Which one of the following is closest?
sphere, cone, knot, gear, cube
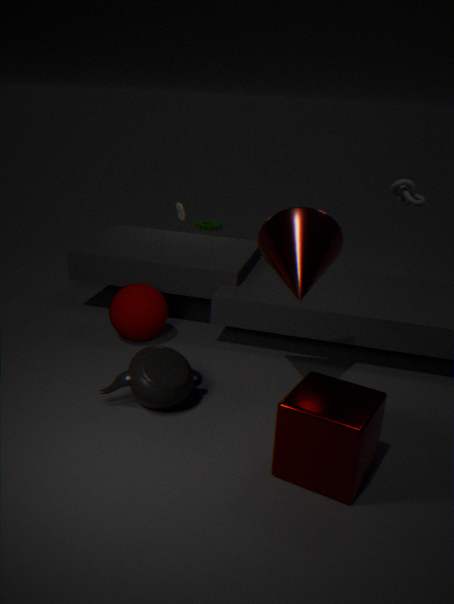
cube
